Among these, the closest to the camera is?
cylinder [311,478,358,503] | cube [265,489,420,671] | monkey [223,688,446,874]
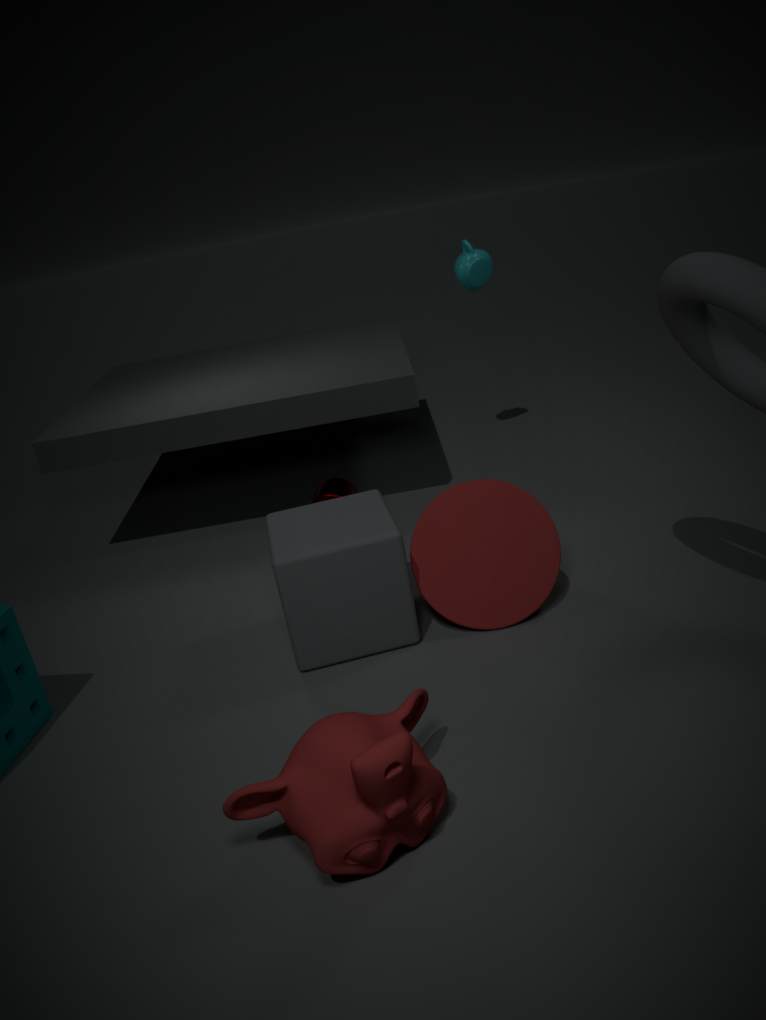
monkey [223,688,446,874]
